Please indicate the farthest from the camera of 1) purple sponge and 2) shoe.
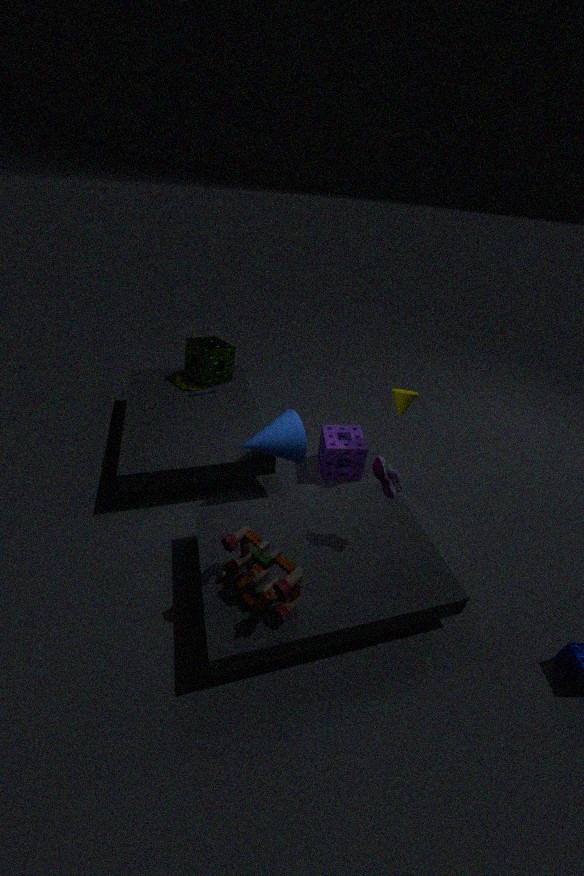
1. purple sponge
